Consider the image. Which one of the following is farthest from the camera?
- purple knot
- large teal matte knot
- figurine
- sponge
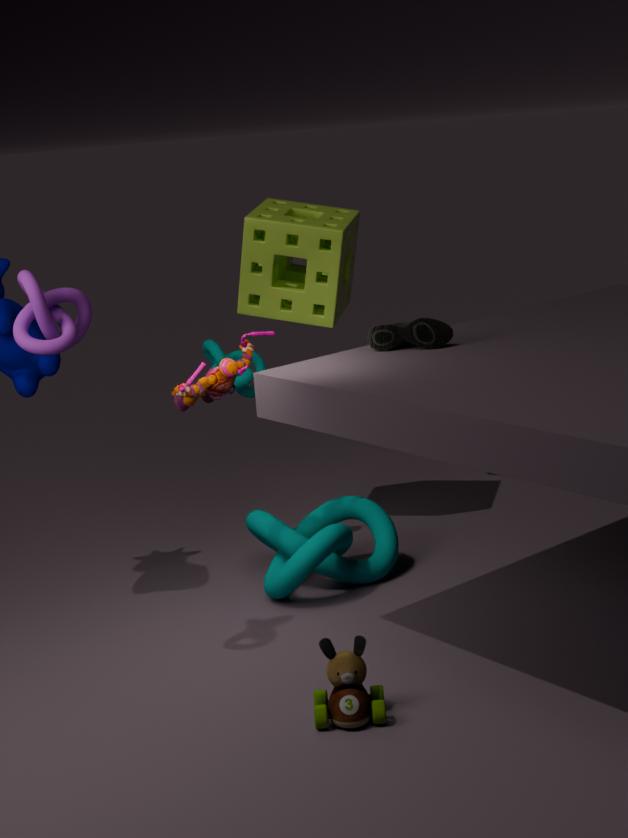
sponge
